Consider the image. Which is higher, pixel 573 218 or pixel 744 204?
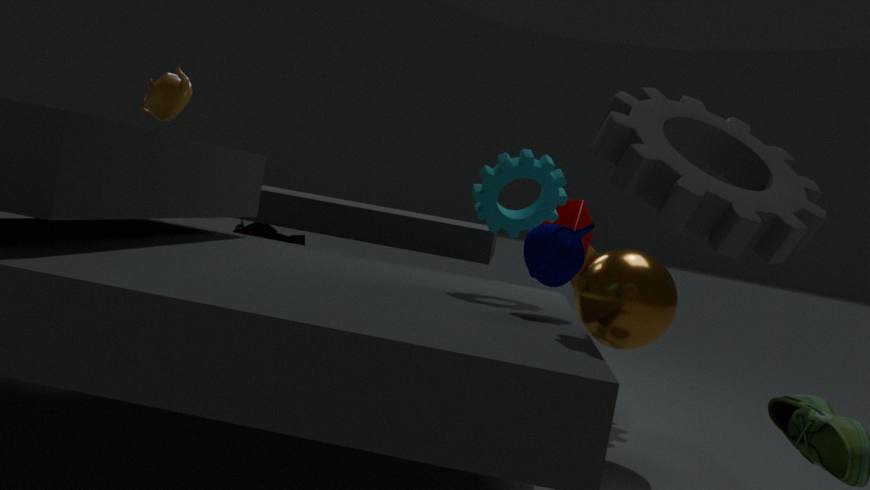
pixel 744 204
